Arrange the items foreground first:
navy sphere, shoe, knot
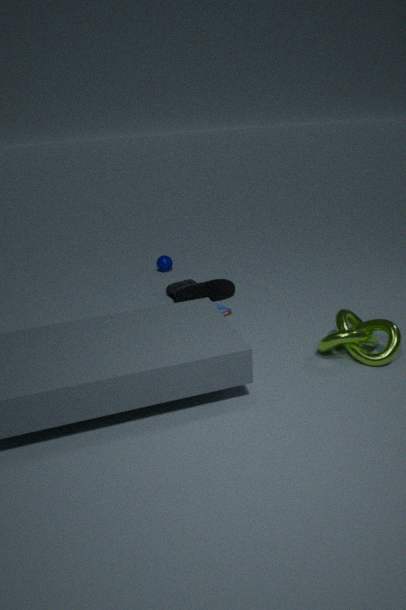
knot → shoe → navy sphere
